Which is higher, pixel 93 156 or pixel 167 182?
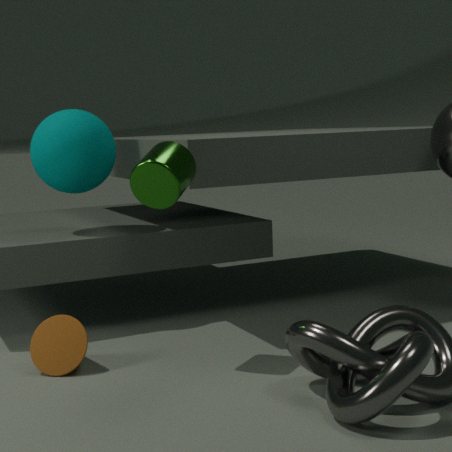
pixel 93 156
